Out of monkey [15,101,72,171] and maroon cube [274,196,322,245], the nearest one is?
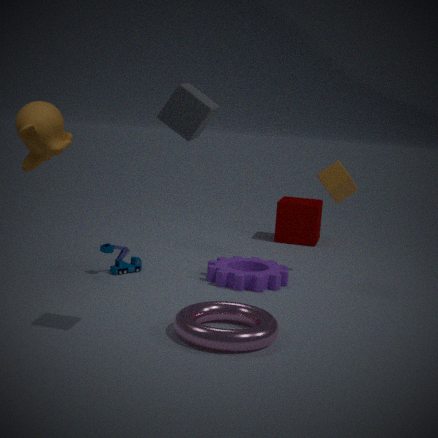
monkey [15,101,72,171]
